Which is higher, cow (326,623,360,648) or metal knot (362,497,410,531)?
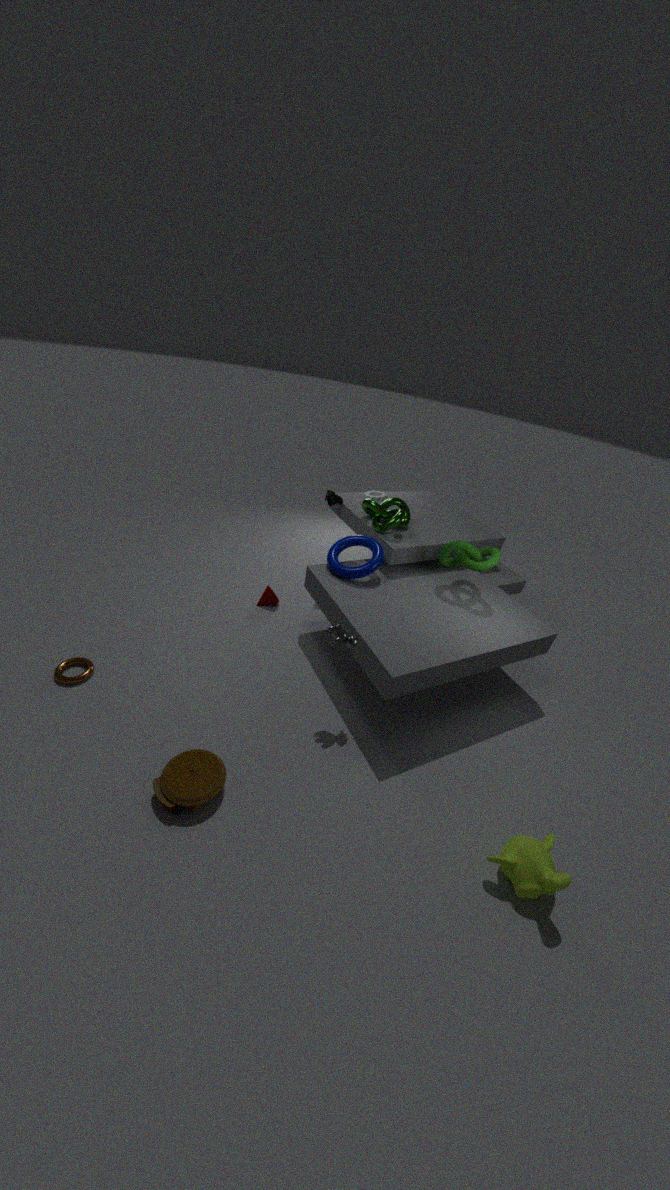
metal knot (362,497,410,531)
